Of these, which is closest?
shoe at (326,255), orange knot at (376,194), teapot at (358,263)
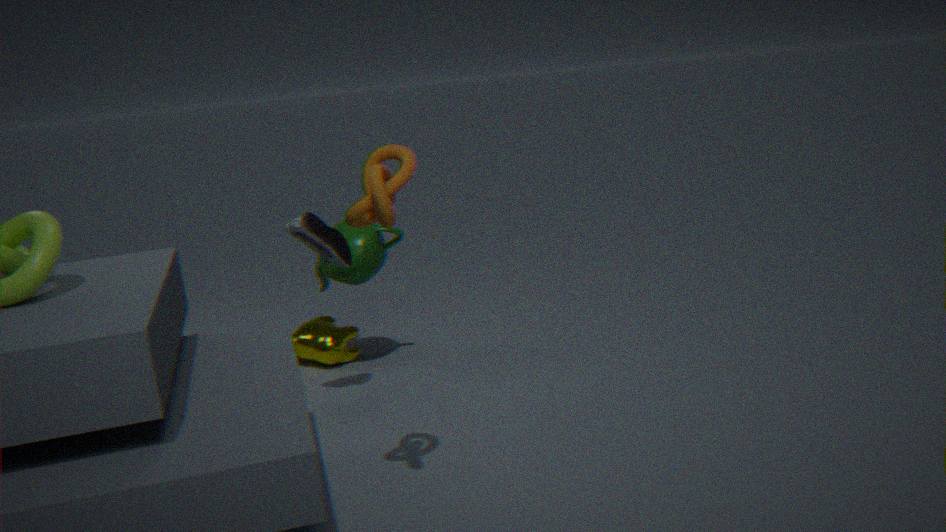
orange knot at (376,194)
